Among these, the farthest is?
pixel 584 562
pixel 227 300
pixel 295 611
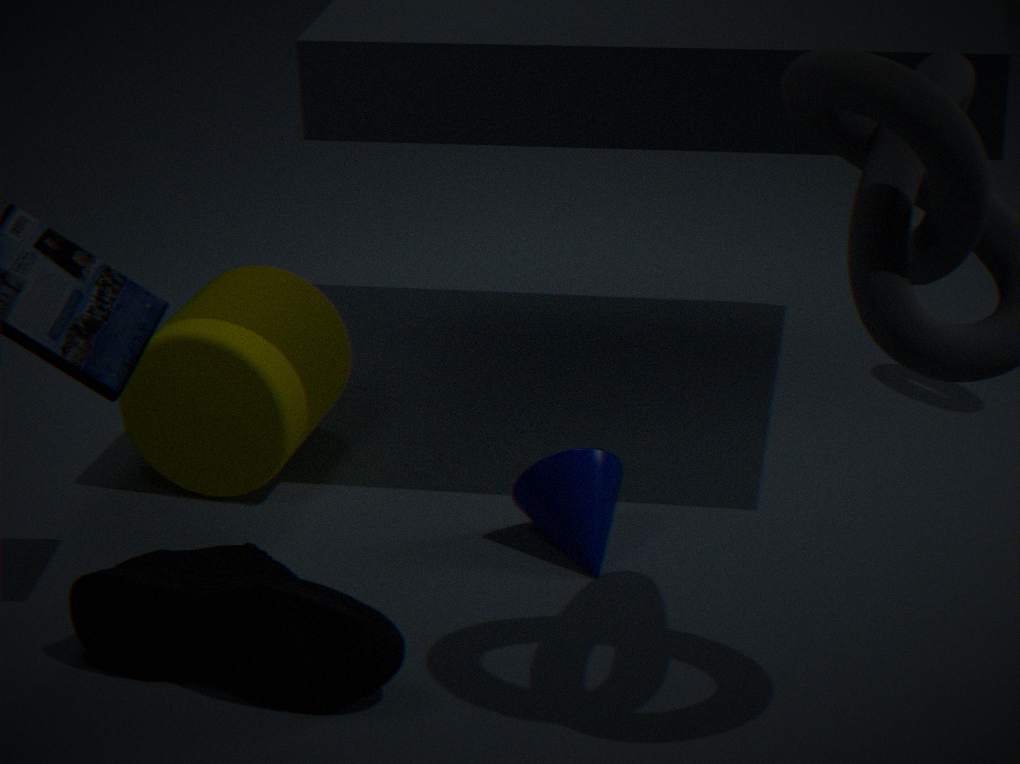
pixel 227 300
